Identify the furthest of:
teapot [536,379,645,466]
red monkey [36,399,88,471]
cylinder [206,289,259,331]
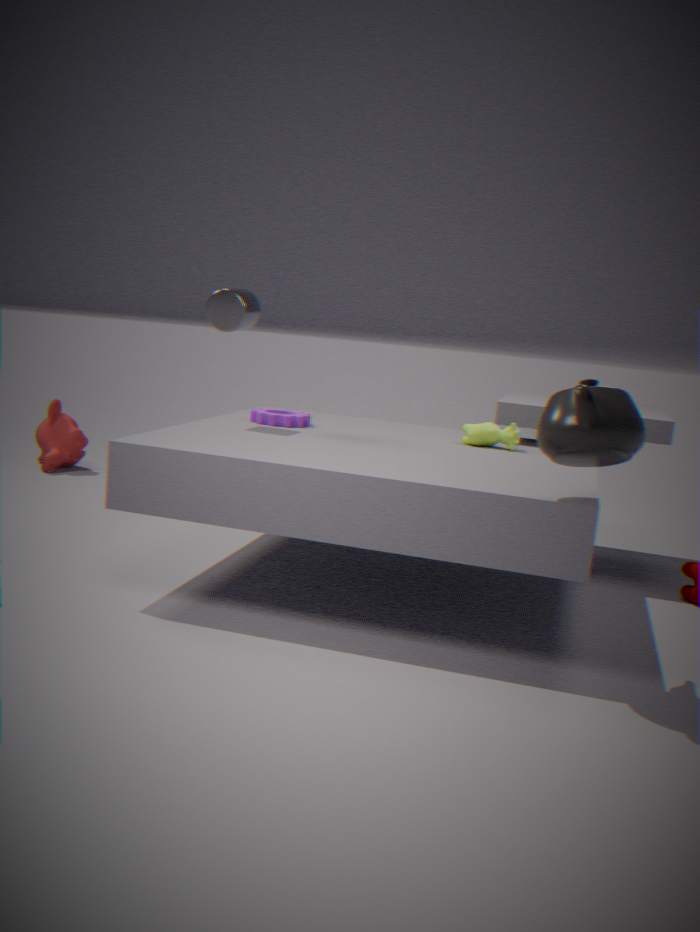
red monkey [36,399,88,471]
